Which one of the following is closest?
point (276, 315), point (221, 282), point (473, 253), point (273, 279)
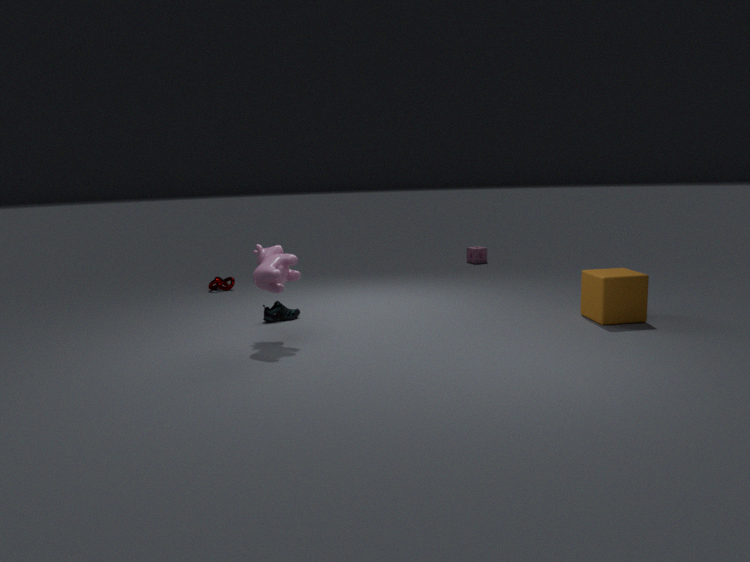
point (273, 279)
